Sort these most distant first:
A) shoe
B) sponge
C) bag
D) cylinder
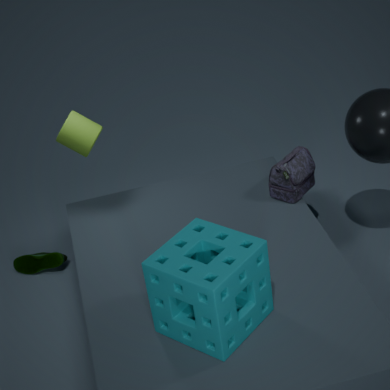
shoe, cylinder, bag, sponge
